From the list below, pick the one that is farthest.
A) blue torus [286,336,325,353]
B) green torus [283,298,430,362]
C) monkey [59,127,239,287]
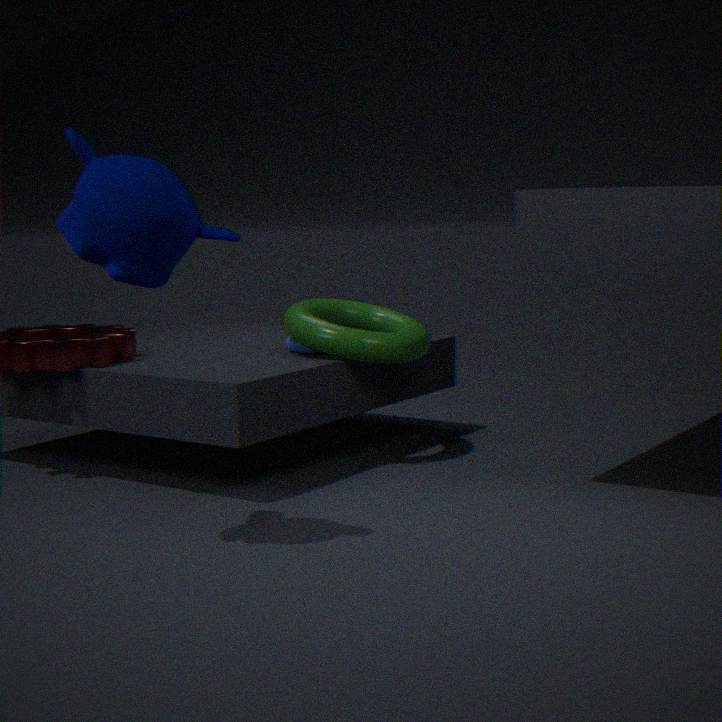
blue torus [286,336,325,353]
